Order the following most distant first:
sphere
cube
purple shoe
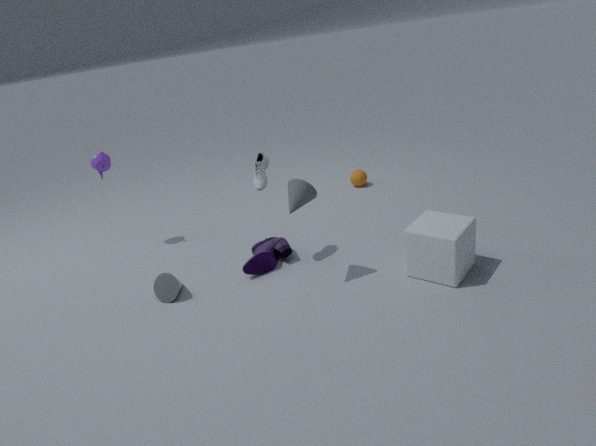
sphere, purple shoe, cube
